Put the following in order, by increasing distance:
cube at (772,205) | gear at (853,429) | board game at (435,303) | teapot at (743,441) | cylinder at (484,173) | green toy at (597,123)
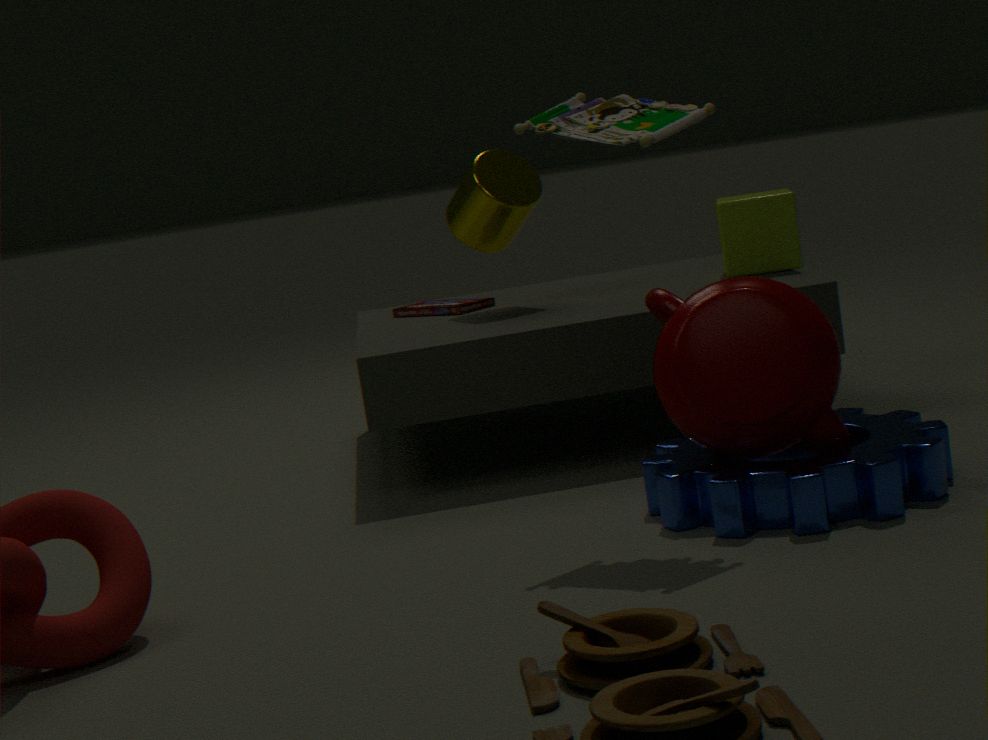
gear at (853,429)
green toy at (597,123)
teapot at (743,441)
cube at (772,205)
cylinder at (484,173)
board game at (435,303)
